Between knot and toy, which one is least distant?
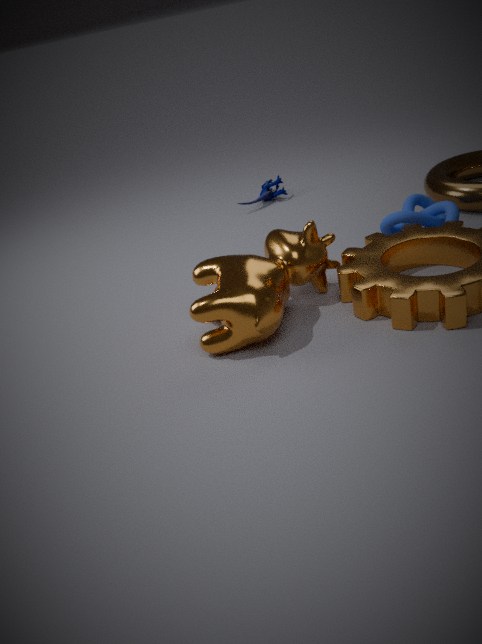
knot
